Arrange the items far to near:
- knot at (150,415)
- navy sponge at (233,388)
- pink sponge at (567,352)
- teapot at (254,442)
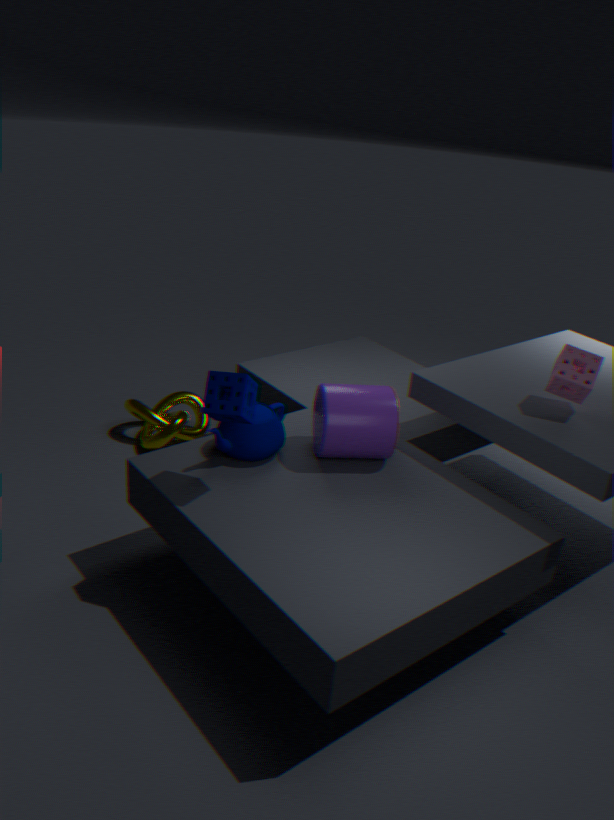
knot at (150,415) → teapot at (254,442) → pink sponge at (567,352) → navy sponge at (233,388)
